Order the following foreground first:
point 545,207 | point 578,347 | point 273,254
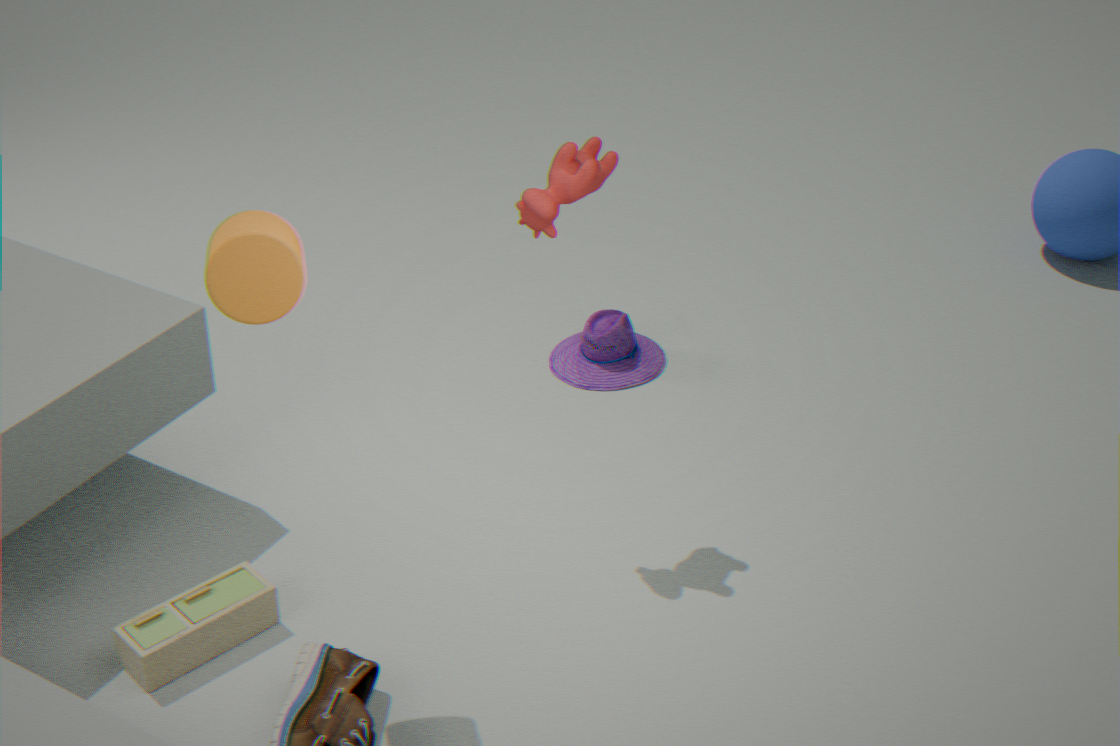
point 273,254
point 545,207
point 578,347
